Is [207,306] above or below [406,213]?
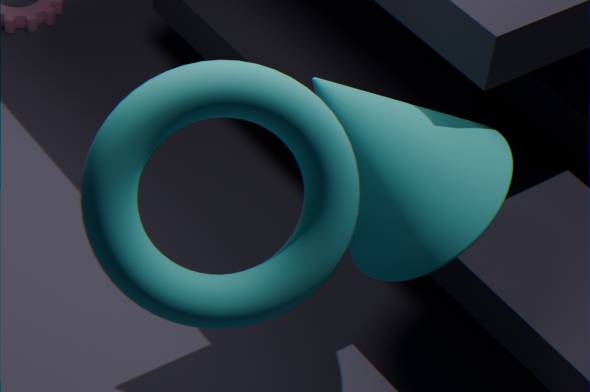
above
